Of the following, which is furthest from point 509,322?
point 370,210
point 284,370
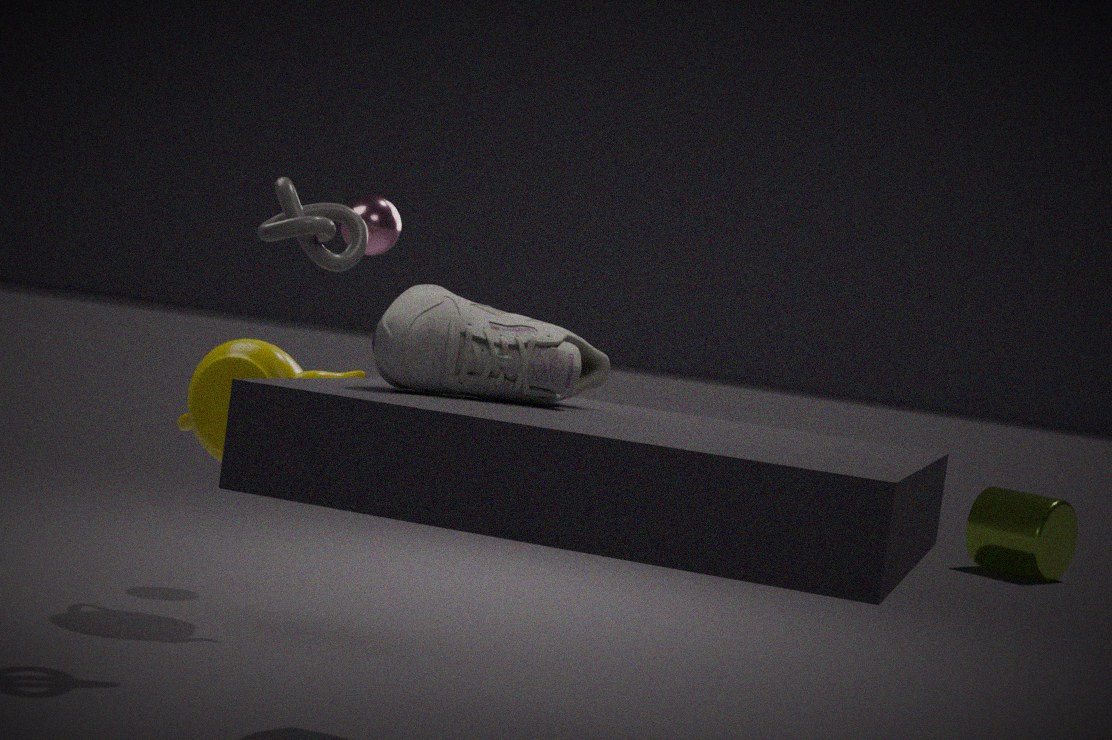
point 370,210
